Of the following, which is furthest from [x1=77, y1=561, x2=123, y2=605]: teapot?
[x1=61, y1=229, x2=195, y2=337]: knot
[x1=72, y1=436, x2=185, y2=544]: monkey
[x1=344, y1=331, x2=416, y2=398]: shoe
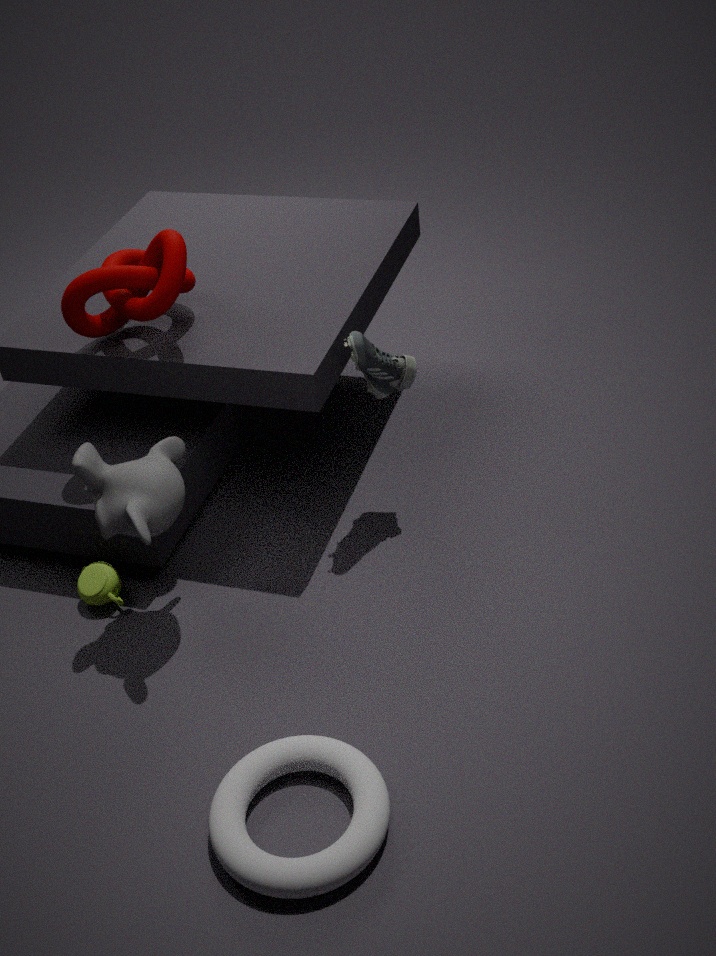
[x1=344, y1=331, x2=416, y2=398]: shoe
